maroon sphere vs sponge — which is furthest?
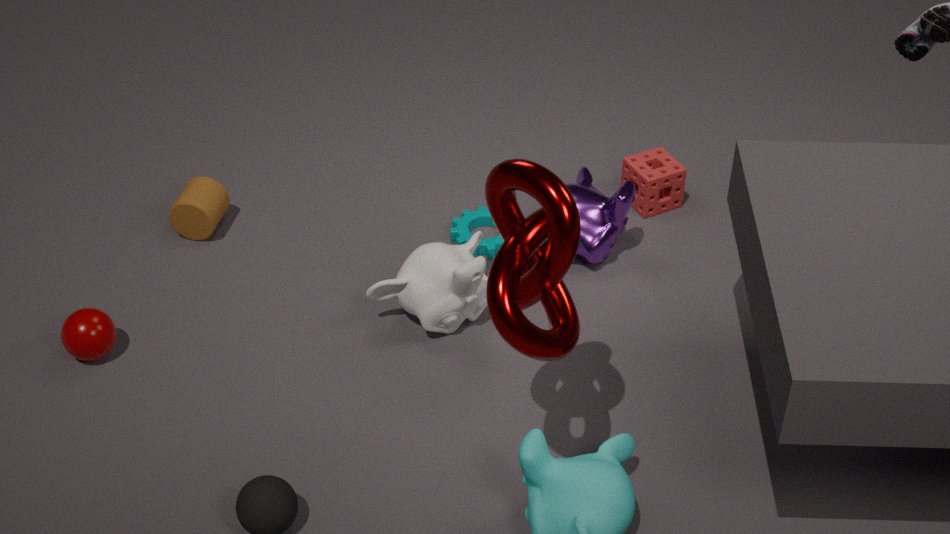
sponge
